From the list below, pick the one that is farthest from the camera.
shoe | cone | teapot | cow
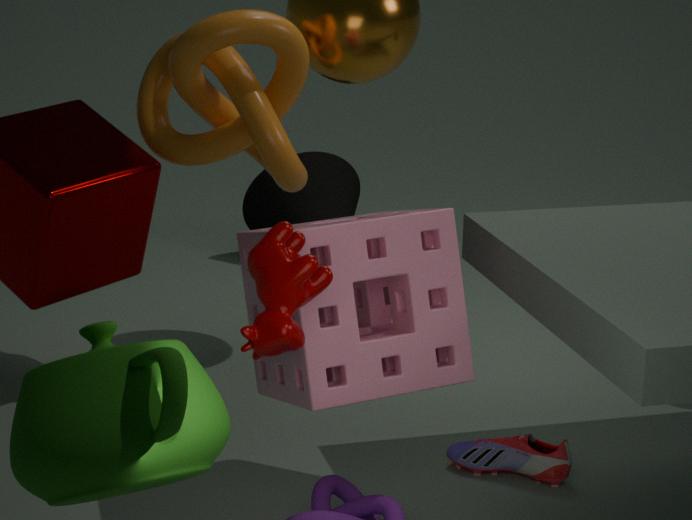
cone
